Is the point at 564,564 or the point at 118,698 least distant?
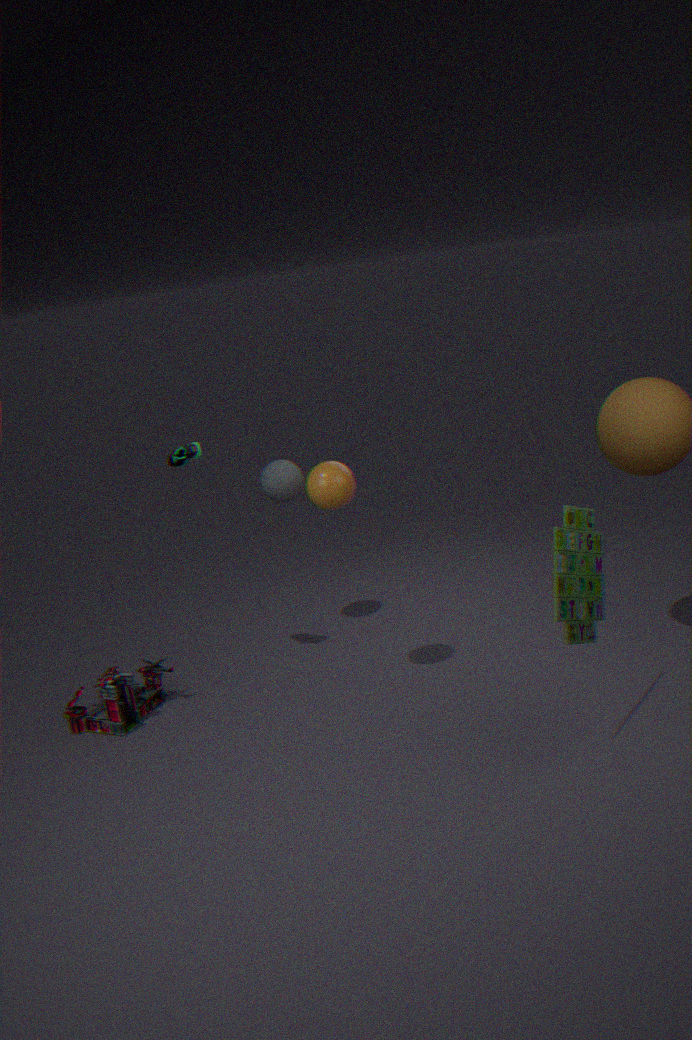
the point at 564,564
